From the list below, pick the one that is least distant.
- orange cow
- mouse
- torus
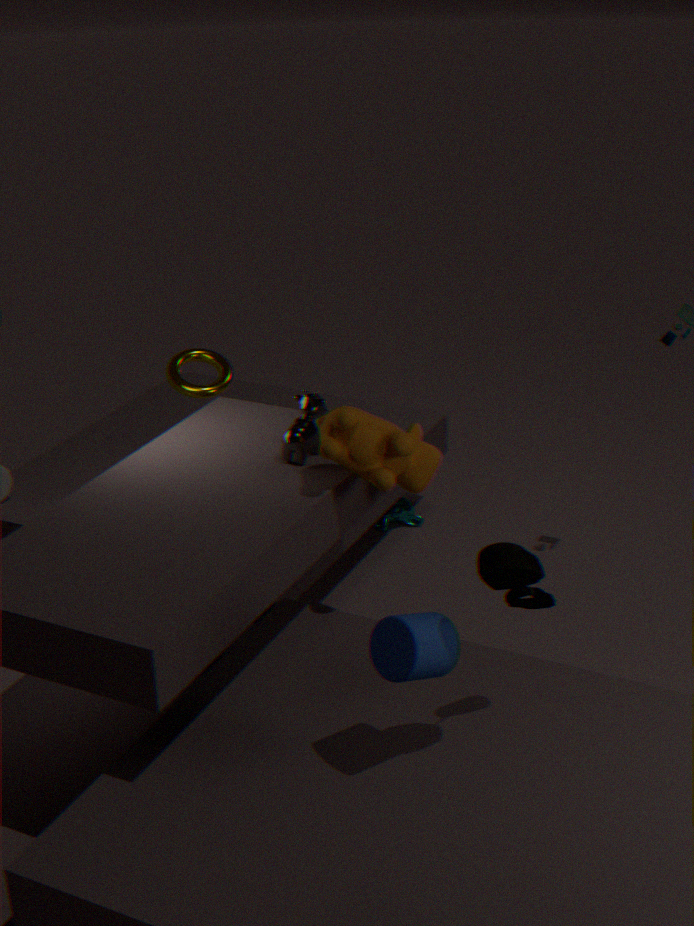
mouse
